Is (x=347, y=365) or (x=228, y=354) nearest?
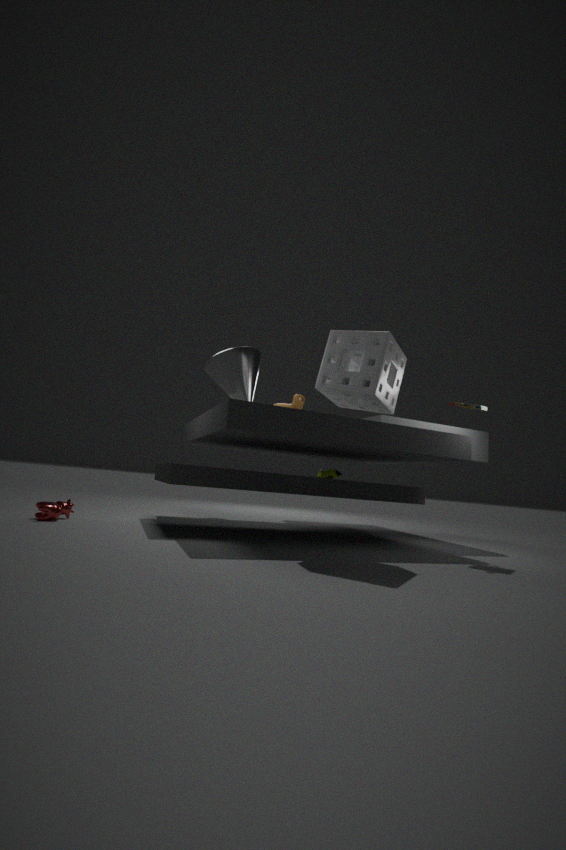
(x=347, y=365)
